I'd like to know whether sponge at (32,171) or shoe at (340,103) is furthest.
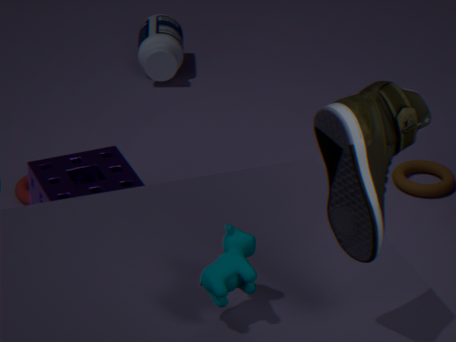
sponge at (32,171)
